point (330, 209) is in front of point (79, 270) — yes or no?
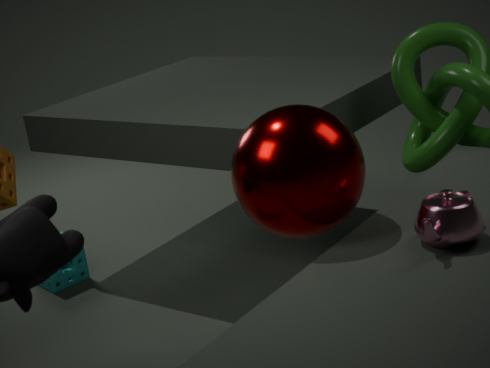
Yes
